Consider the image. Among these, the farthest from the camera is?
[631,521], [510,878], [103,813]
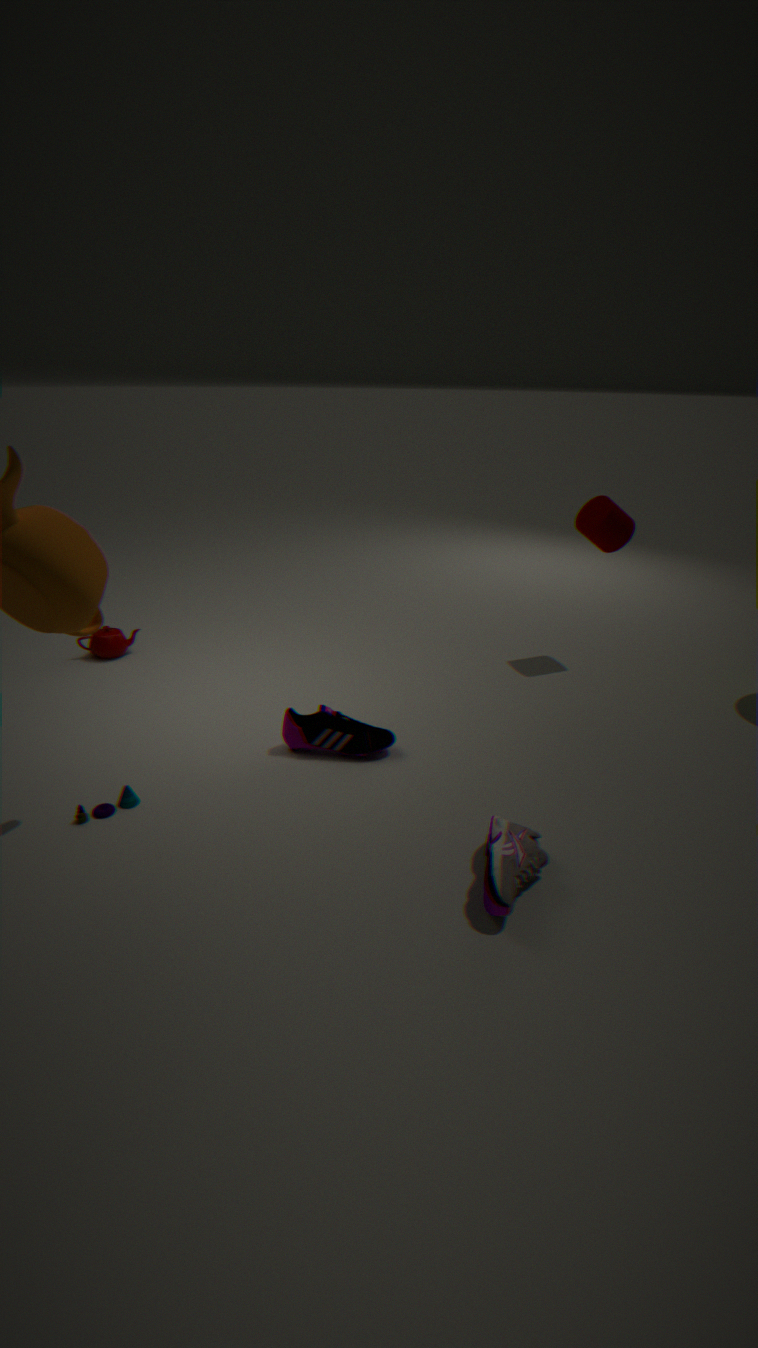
[631,521]
